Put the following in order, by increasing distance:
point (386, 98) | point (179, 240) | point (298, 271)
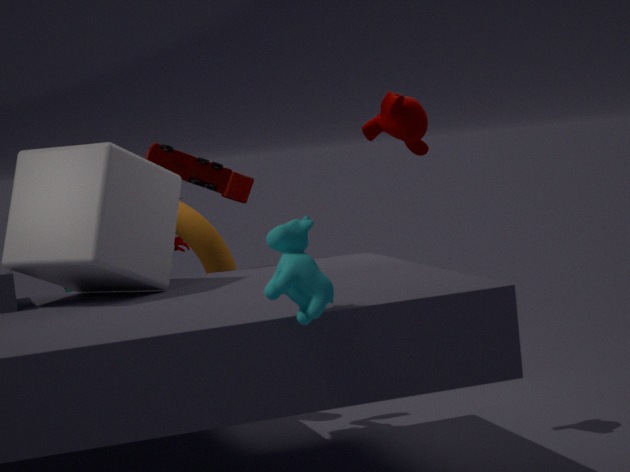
point (298, 271), point (386, 98), point (179, 240)
